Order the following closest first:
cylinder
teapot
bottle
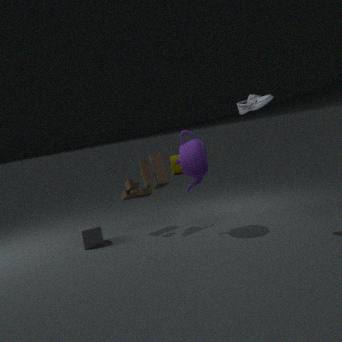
bottle < teapot < cylinder
